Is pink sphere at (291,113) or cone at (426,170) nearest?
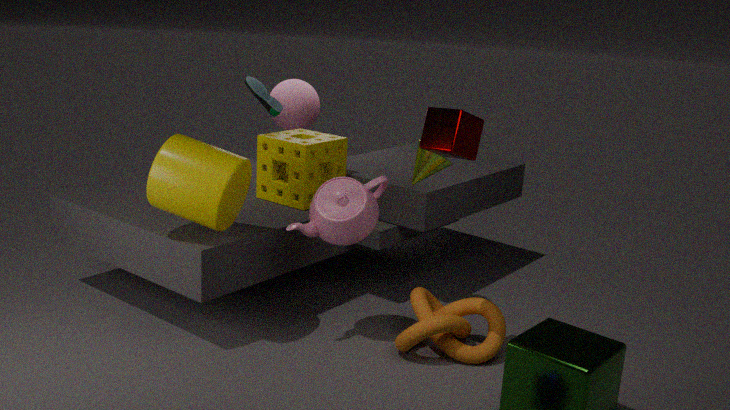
cone at (426,170)
